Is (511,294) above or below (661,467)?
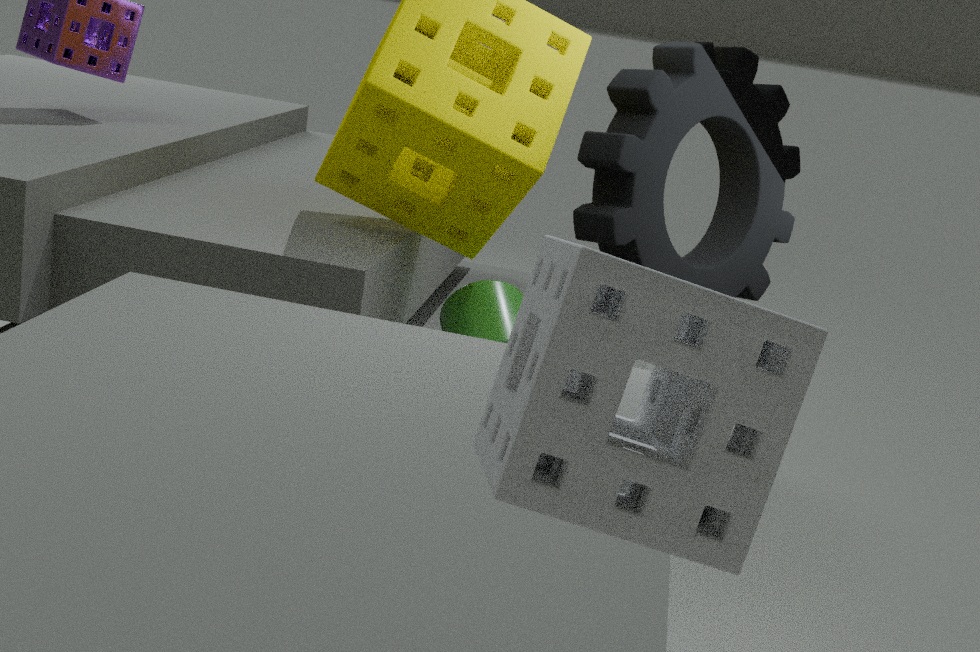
below
